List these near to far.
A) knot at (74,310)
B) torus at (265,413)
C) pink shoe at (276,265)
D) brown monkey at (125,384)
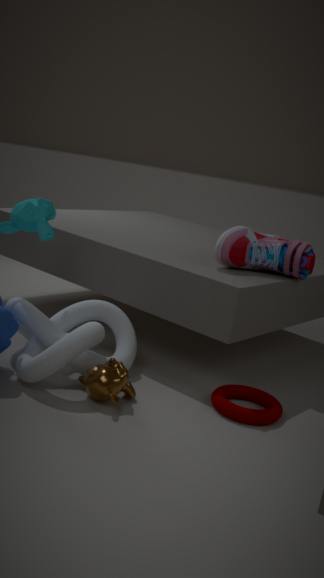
brown monkey at (125,384), knot at (74,310), torus at (265,413), pink shoe at (276,265)
